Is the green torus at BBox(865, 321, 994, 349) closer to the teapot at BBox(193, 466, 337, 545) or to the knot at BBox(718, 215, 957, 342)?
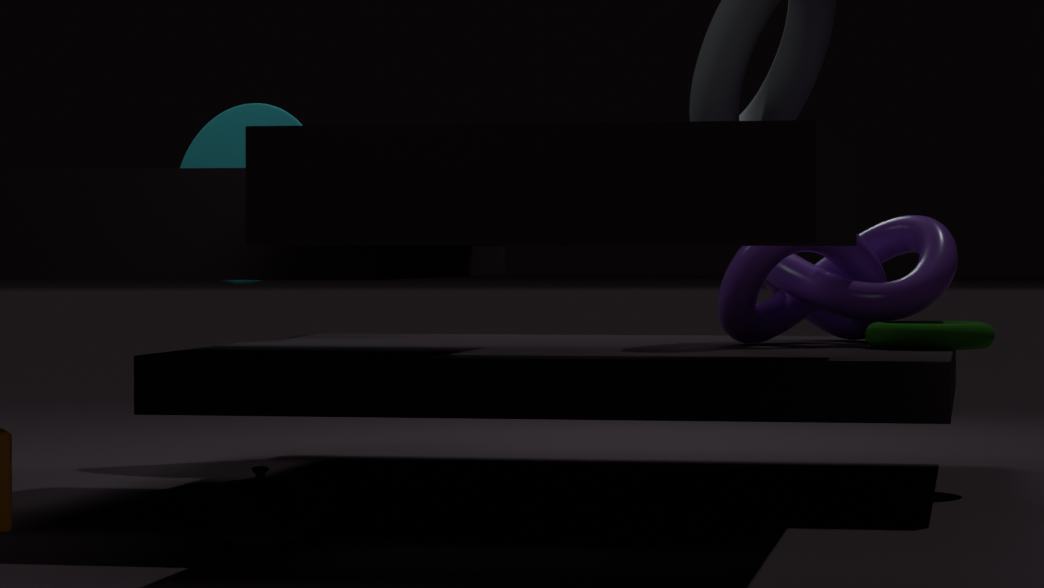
the knot at BBox(718, 215, 957, 342)
